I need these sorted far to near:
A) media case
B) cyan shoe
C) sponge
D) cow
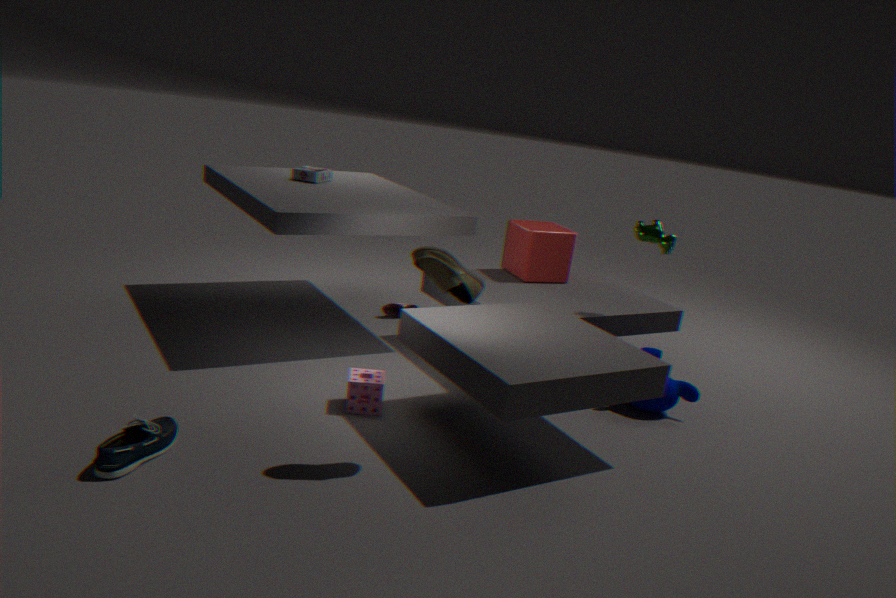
media case
cow
sponge
cyan shoe
